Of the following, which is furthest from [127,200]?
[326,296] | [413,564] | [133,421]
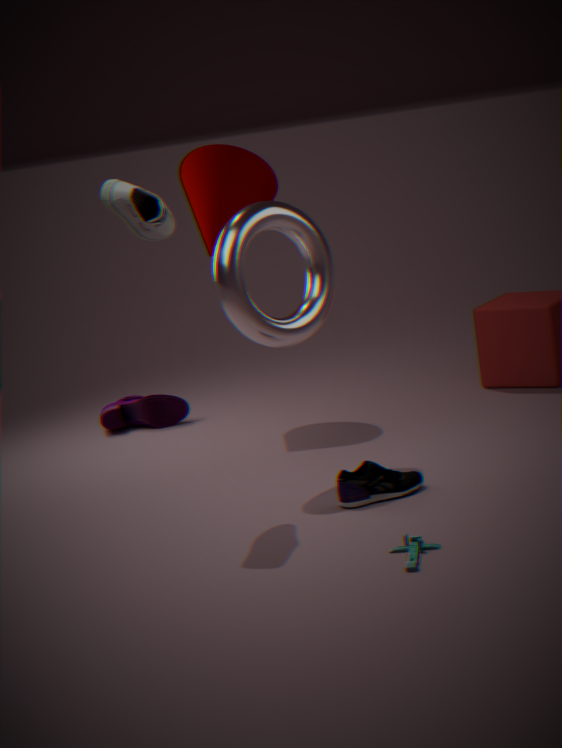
[133,421]
